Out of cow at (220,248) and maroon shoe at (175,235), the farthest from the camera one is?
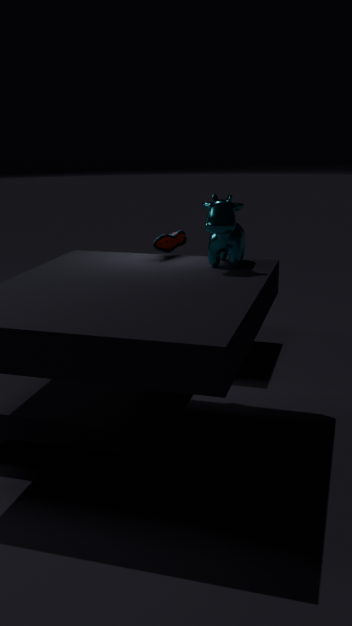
maroon shoe at (175,235)
